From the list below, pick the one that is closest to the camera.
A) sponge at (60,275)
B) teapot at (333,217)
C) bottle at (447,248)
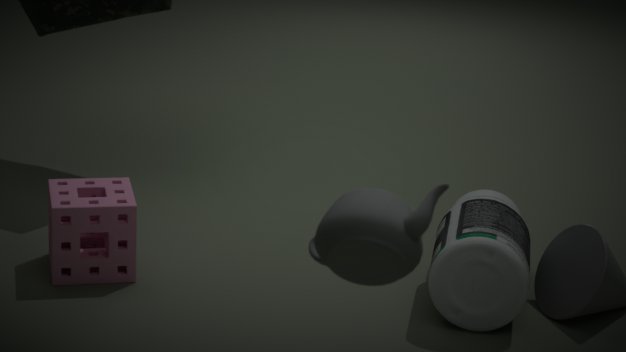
teapot at (333,217)
